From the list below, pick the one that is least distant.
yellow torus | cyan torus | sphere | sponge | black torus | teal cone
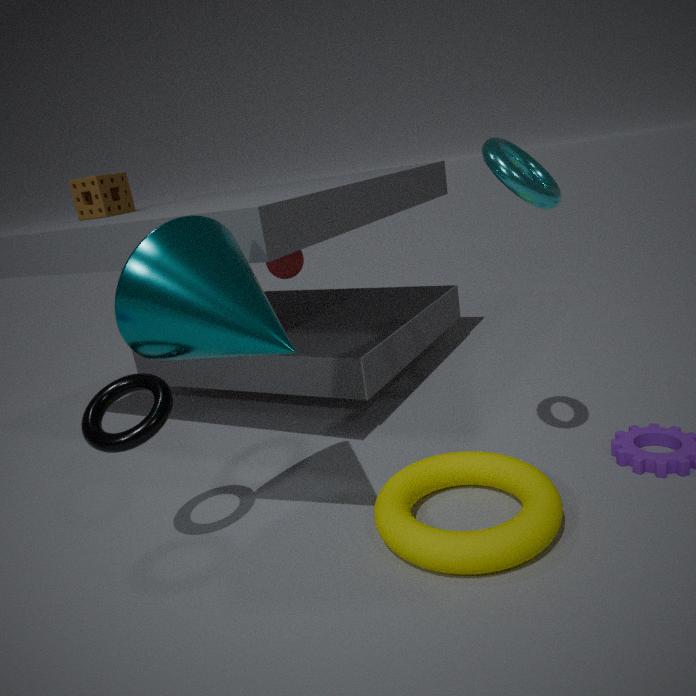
teal cone
